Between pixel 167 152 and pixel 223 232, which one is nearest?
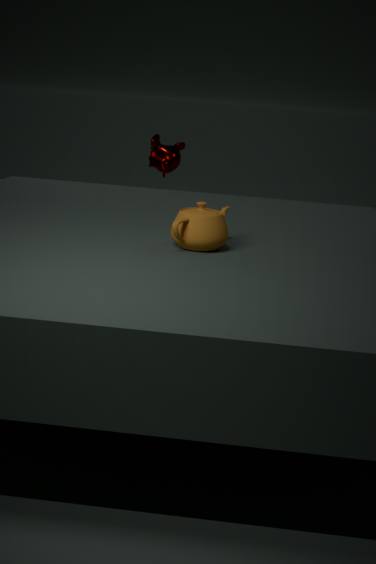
pixel 223 232
